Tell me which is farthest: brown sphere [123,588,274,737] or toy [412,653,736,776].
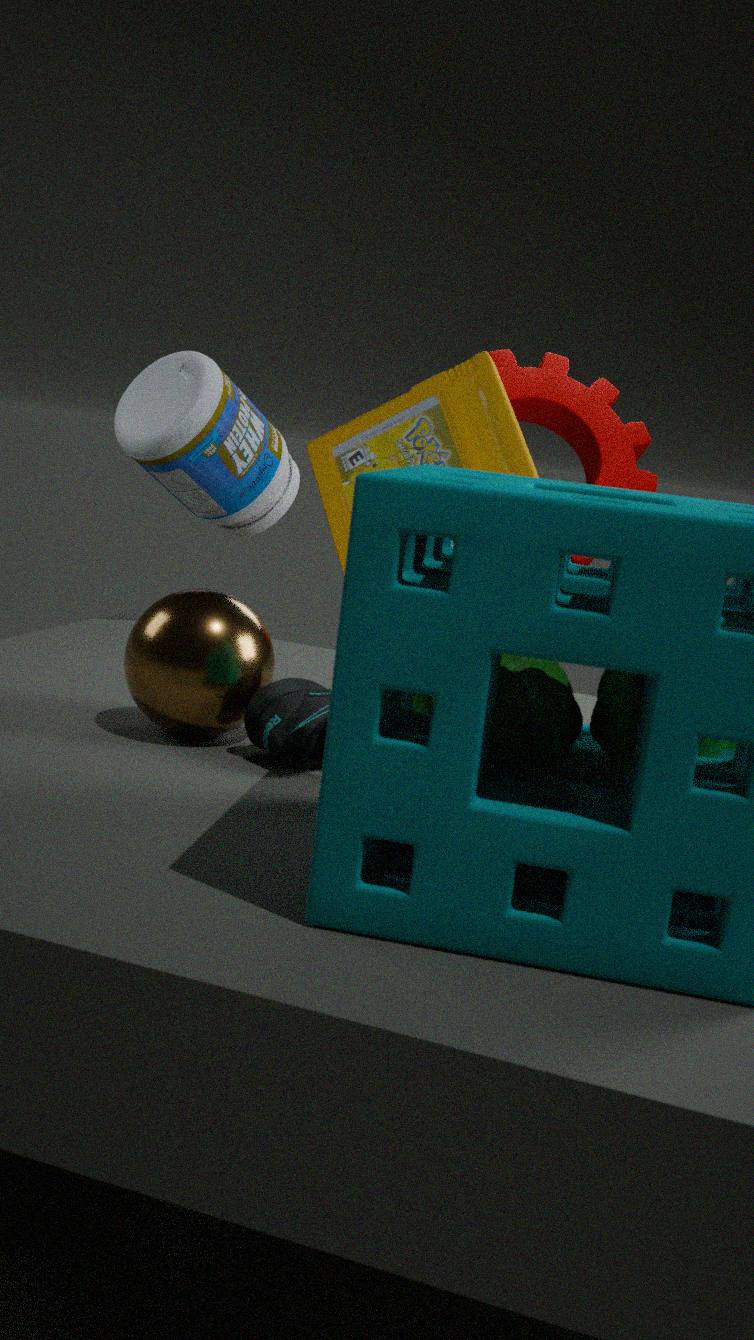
brown sphere [123,588,274,737]
